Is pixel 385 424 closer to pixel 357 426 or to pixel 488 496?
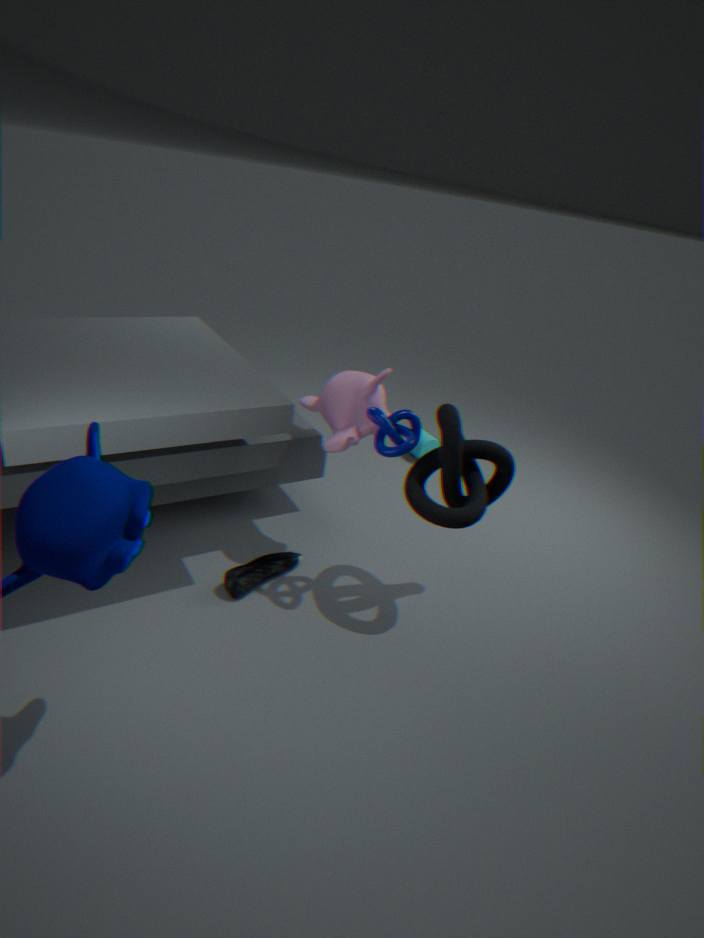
pixel 357 426
